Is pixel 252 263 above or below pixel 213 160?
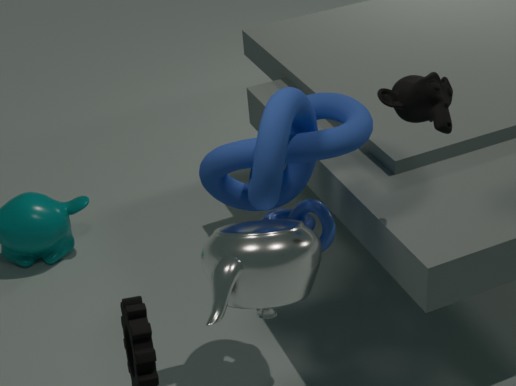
below
